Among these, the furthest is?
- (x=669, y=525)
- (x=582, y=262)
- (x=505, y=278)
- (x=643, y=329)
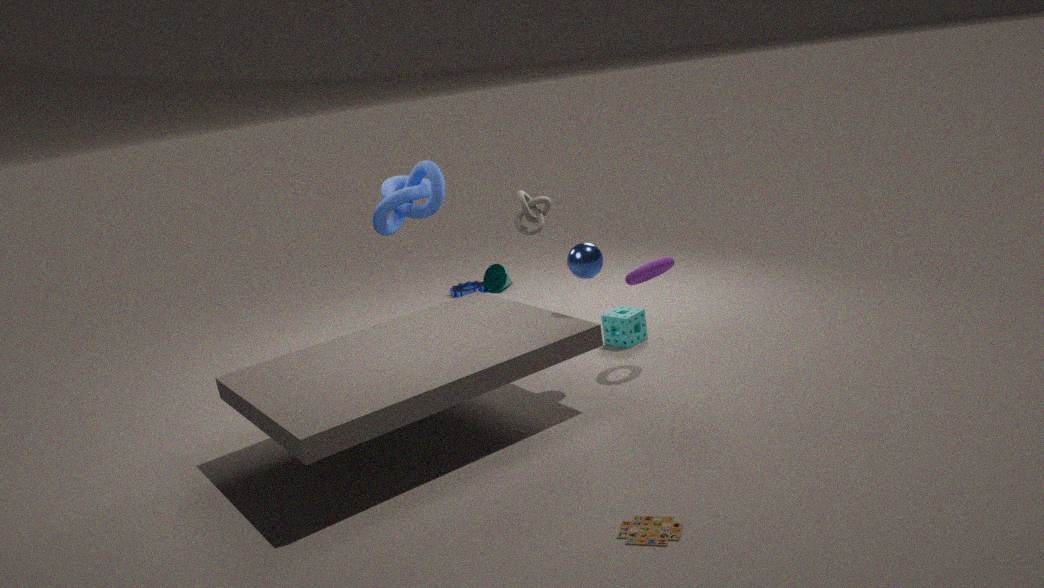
(x=505, y=278)
